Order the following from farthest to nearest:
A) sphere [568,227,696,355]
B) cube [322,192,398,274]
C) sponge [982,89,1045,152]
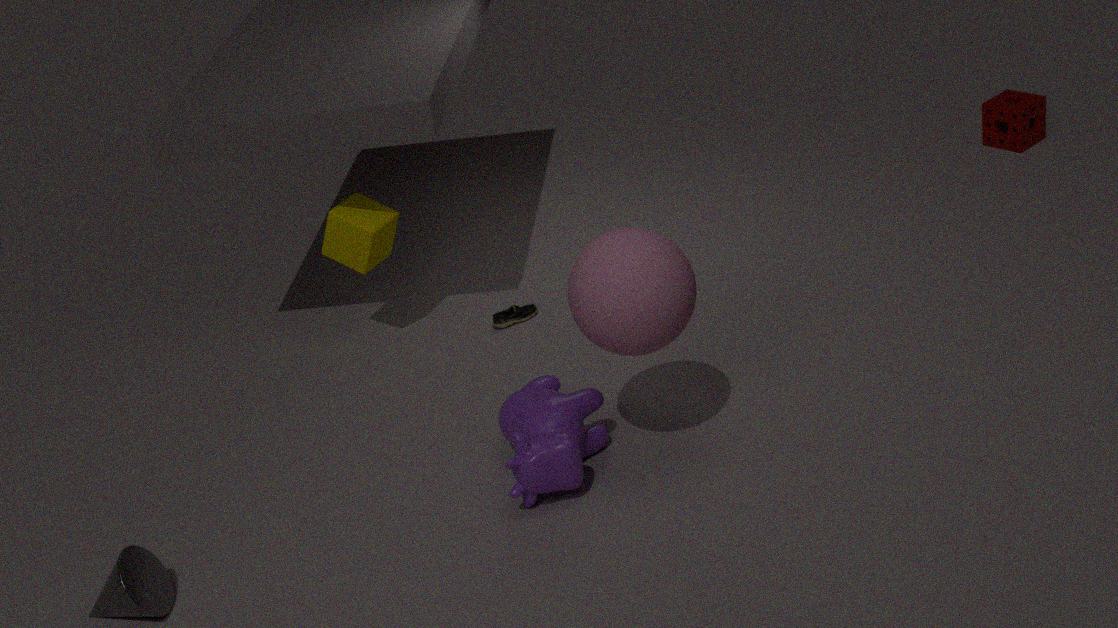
sponge [982,89,1045,152]
cube [322,192,398,274]
sphere [568,227,696,355]
